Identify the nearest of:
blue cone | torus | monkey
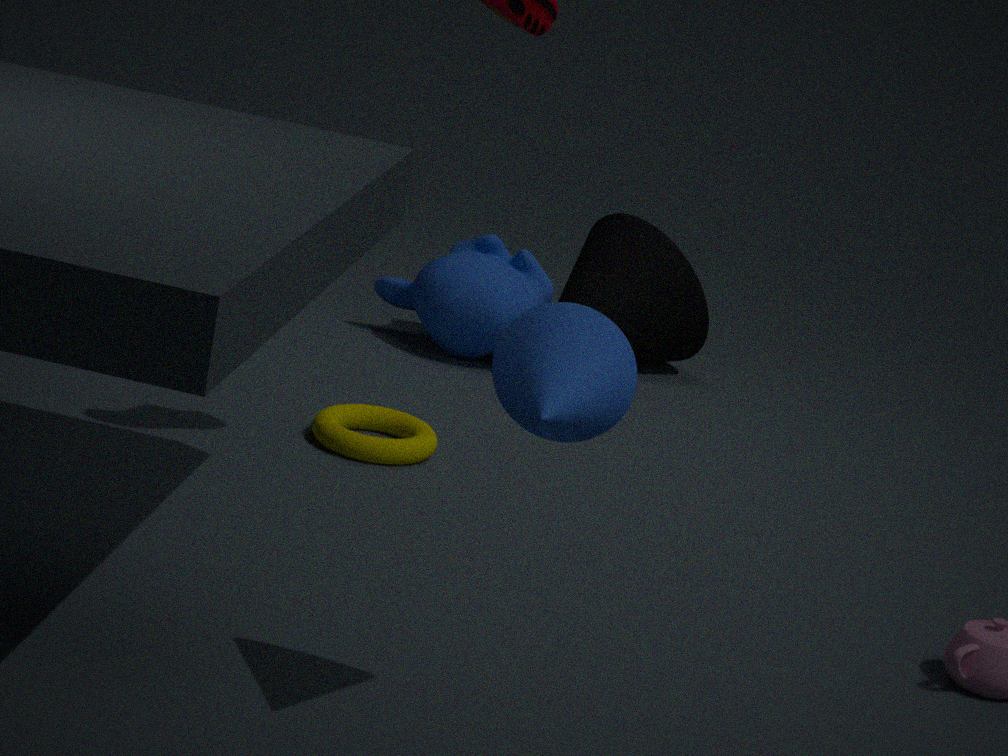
blue cone
